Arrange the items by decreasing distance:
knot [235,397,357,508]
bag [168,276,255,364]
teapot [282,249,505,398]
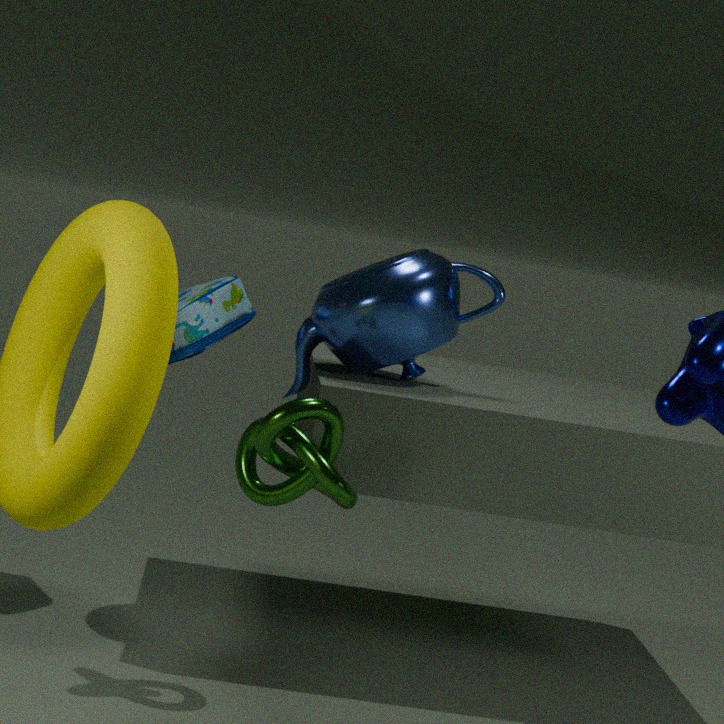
bag [168,276,255,364] < teapot [282,249,505,398] < knot [235,397,357,508]
